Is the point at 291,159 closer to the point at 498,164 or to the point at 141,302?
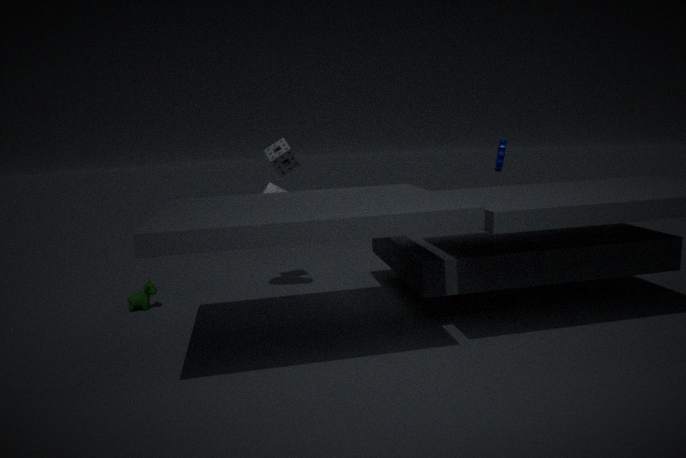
the point at 141,302
